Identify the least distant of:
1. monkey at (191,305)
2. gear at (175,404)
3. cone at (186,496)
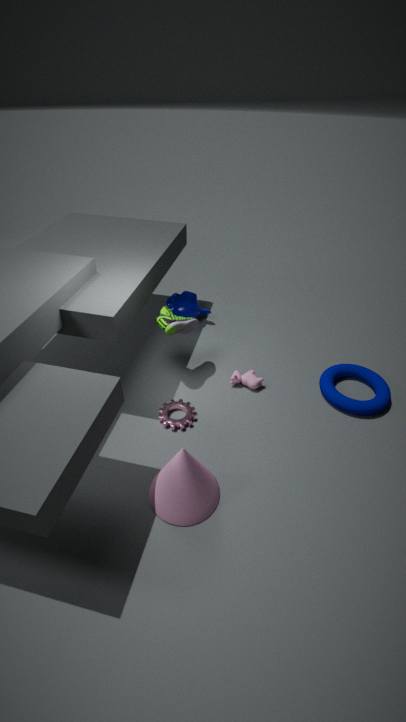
cone at (186,496)
